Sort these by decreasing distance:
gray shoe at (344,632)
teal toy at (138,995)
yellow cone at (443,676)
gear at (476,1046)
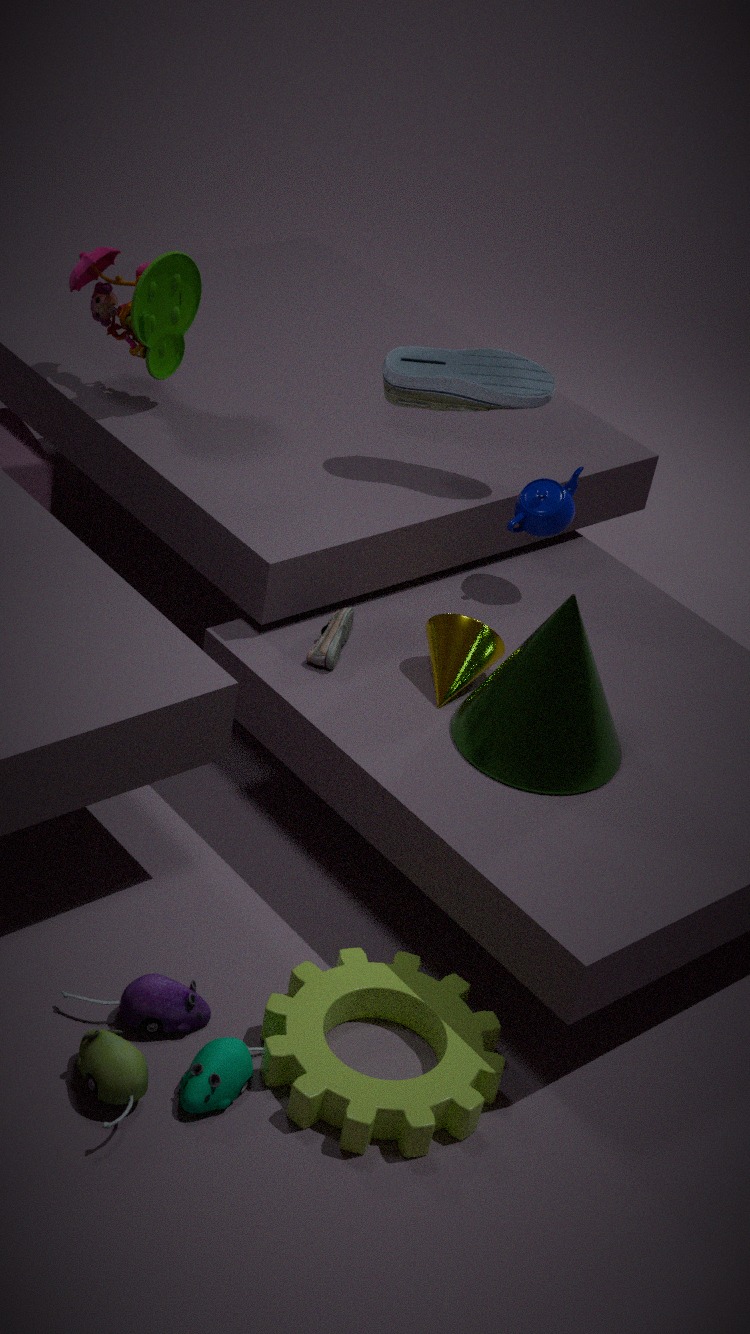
1. gray shoe at (344,632)
2. yellow cone at (443,676)
3. gear at (476,1046)
4. teal toy at (138,995)
